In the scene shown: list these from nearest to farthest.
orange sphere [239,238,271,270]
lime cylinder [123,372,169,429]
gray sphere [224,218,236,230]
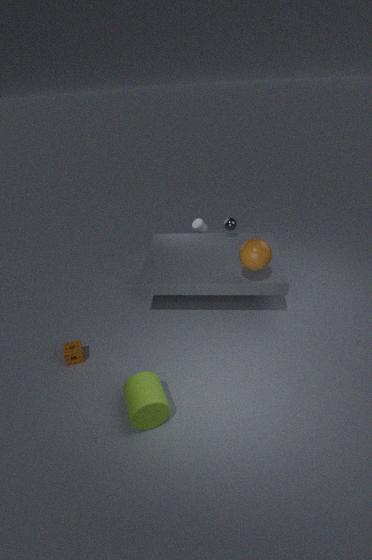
lime cylinder [123,372,169,429]
orange sphere [239,238,271,270]
gray sphere [224,218,236,230]
